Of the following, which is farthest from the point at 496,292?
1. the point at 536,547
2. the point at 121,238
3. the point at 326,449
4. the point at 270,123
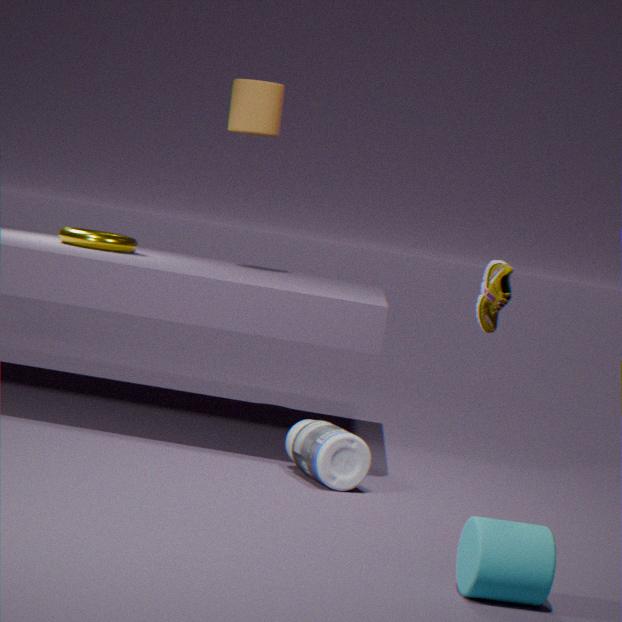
the point at 121,238
